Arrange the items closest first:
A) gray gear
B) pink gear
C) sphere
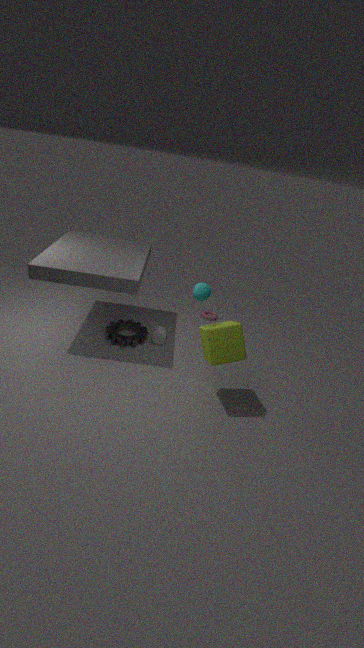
sphere → gray gear → pink gear
